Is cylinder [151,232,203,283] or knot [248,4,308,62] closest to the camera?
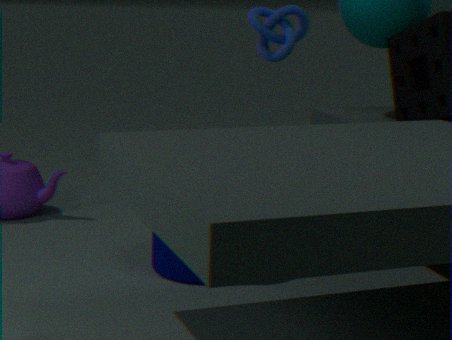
cylinder [151,232,203,283]
